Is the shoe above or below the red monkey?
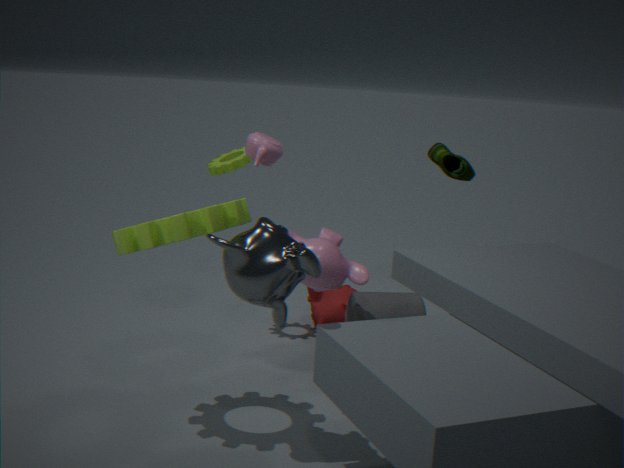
above
